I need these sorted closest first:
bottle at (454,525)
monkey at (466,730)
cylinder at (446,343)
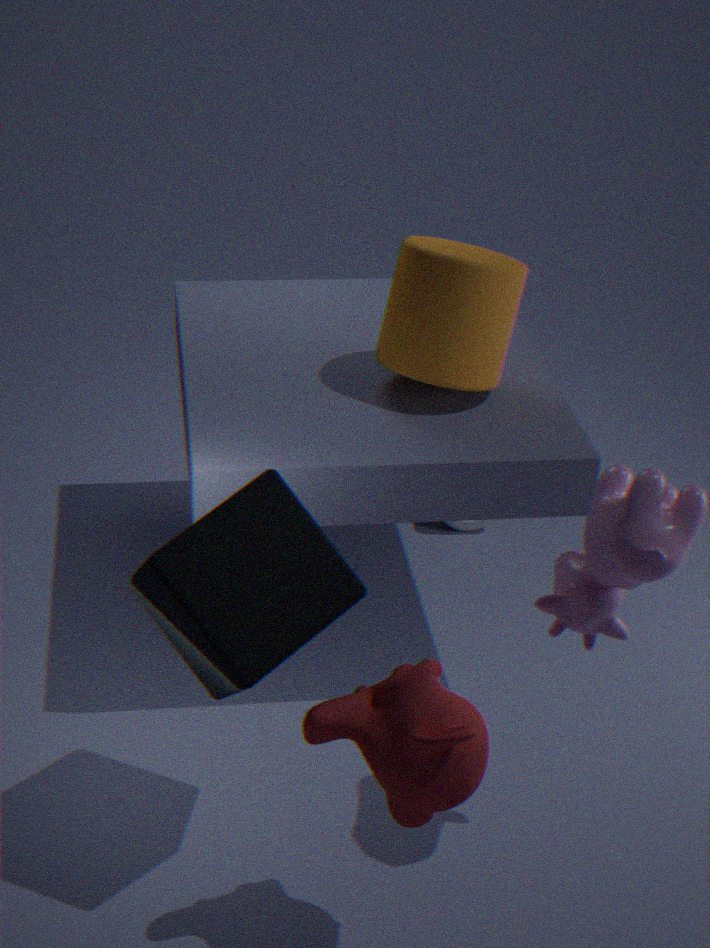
1. monkey at (466,730)
2. cylinder at (446,343)
3. bottle at (454,525)
